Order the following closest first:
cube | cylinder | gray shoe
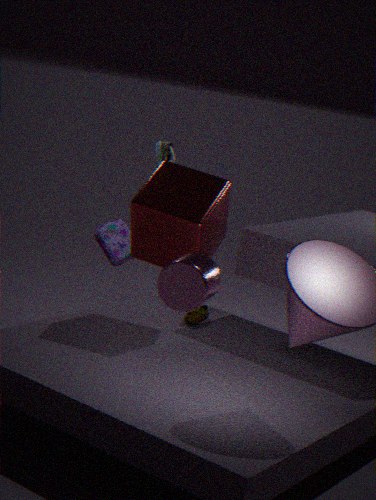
cylinder < cube < gray shoe
